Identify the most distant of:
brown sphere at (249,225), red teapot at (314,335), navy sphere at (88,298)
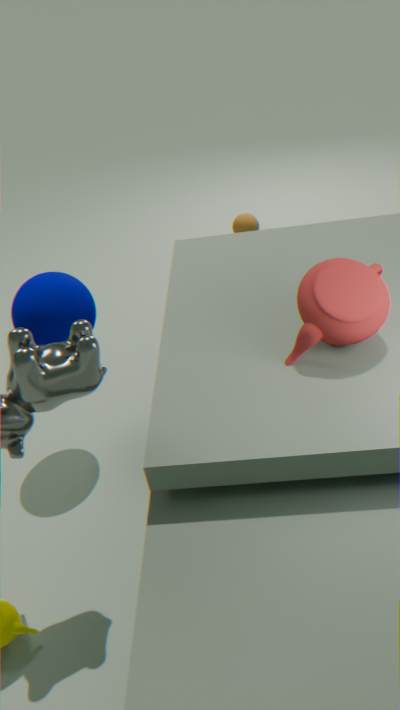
brown sphere at (249,225)
